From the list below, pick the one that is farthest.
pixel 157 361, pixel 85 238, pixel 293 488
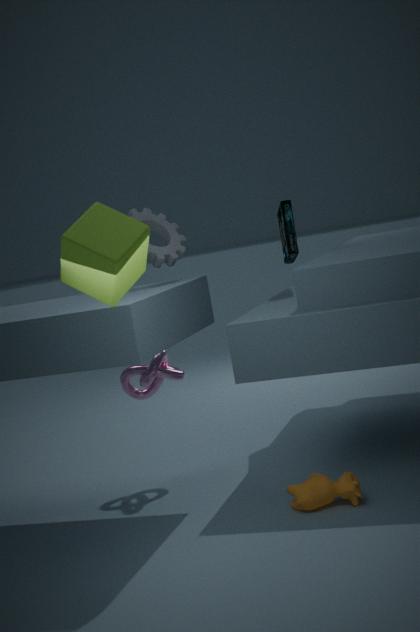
pixel 157 361
